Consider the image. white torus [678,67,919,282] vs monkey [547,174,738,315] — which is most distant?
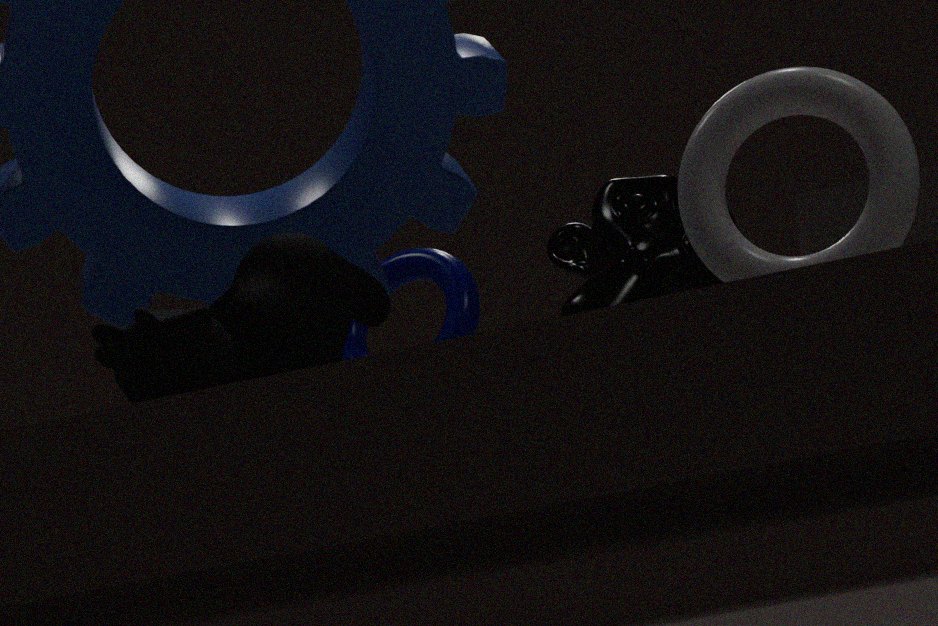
monkey [547,174,738,315]
